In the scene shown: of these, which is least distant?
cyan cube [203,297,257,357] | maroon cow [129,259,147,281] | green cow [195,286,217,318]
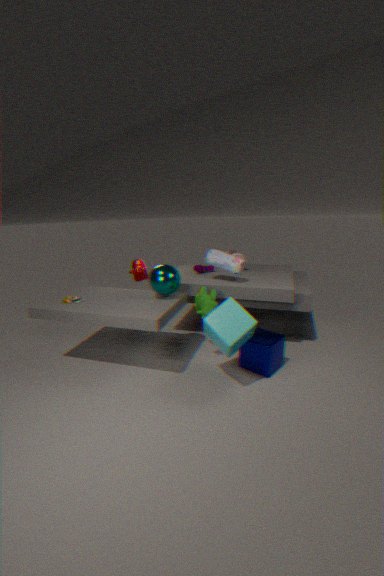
cyan cube [203,297,257,357]
